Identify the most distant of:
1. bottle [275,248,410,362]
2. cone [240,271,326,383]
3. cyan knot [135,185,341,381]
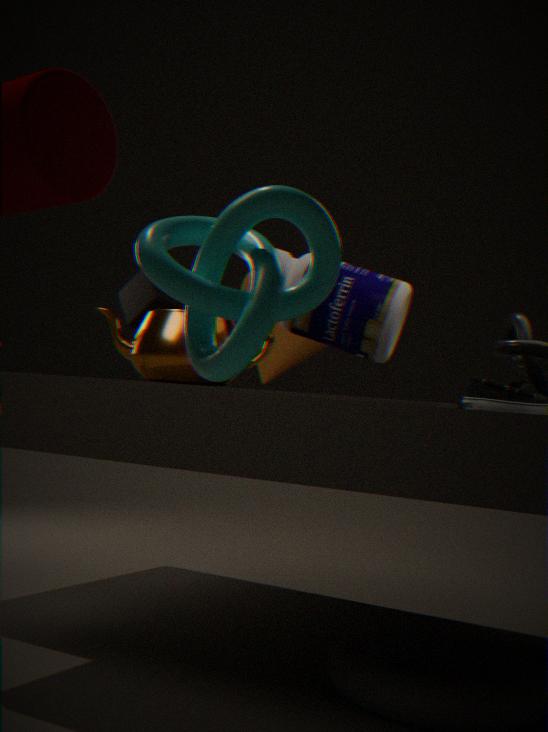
cone [240,271,326,383]
